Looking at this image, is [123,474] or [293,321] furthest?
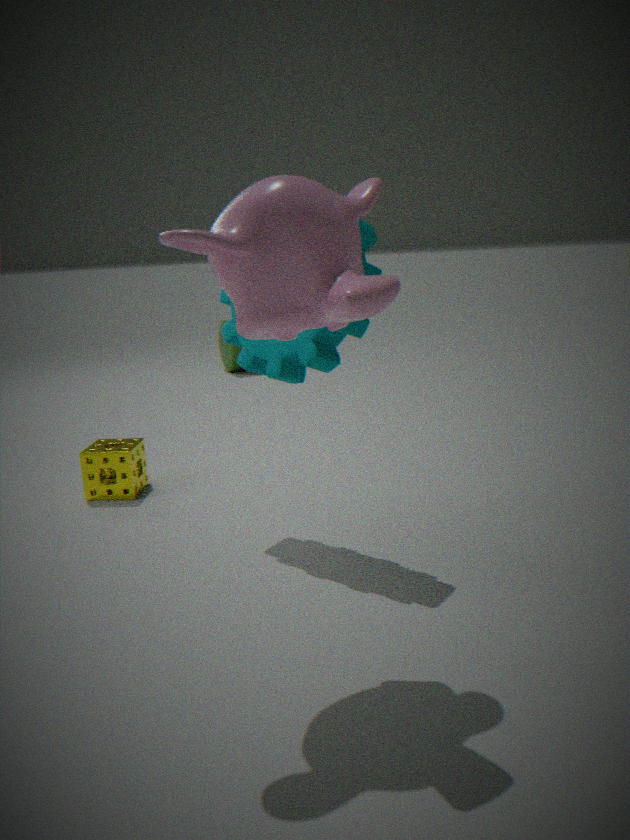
[123,474]
